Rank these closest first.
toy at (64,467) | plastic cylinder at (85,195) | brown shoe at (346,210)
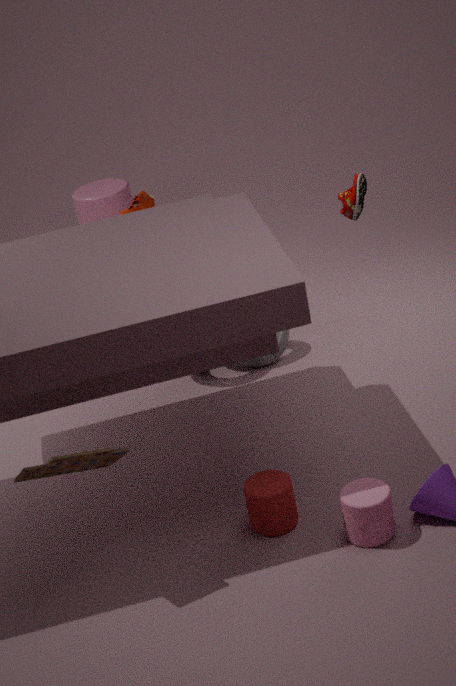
toy at (64,467) → brown shoe at (346,210) → plastic cylinder at (85,195)
